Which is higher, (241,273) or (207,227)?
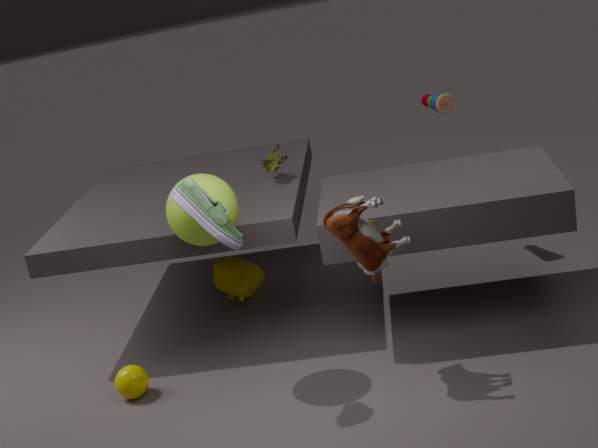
(207,227)
